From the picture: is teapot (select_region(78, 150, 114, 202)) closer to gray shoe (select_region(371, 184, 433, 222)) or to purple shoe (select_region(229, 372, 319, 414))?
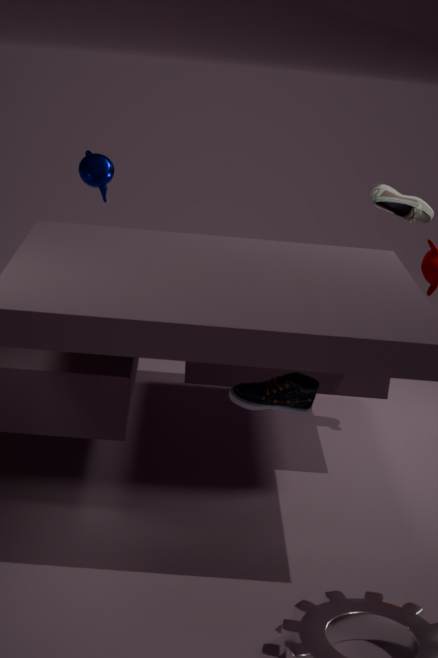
gray shoe (select_region(371, 184, 433, 222))
